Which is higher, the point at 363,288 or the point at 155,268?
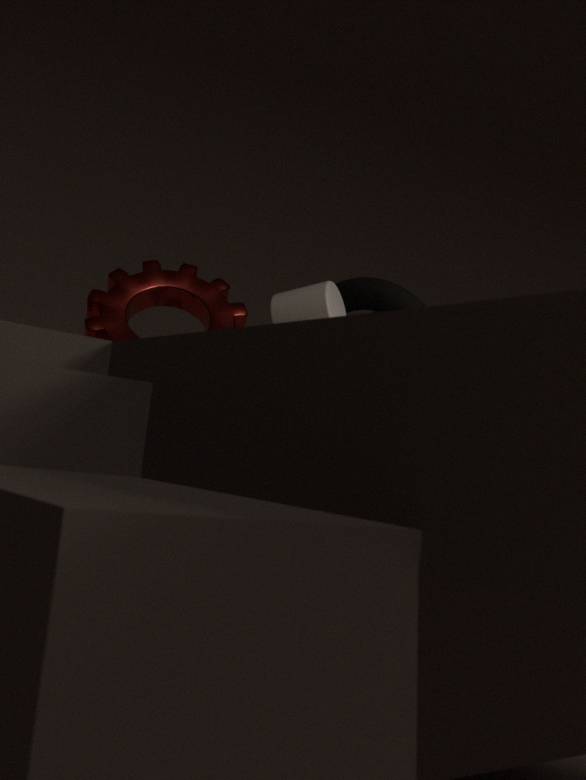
the point at 155,268
